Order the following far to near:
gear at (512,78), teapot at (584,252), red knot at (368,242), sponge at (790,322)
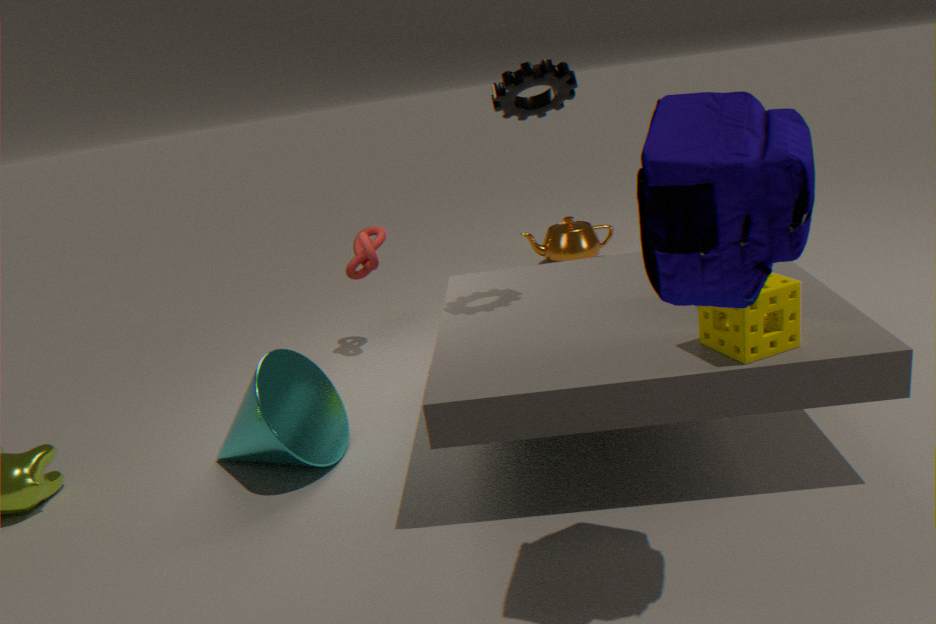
teapot at (584,252) → red knot at (368,242) → gear at (512,78) → sponge at (790,322)
